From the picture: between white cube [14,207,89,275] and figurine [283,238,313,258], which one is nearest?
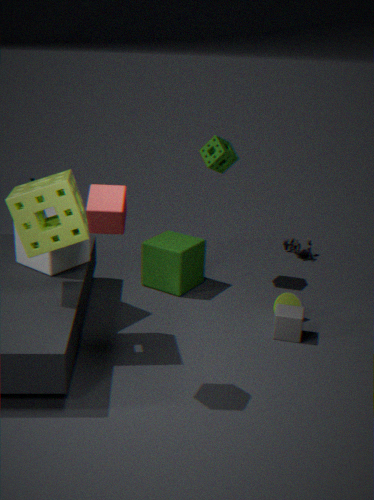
white cube [14,207,89,275]
